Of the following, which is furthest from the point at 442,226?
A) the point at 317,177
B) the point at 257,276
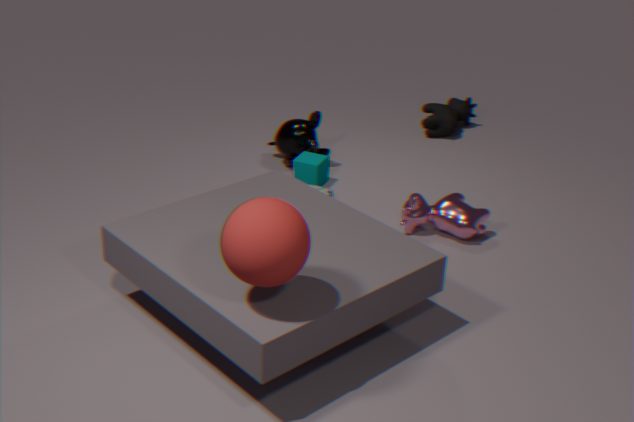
the point at 257,276
